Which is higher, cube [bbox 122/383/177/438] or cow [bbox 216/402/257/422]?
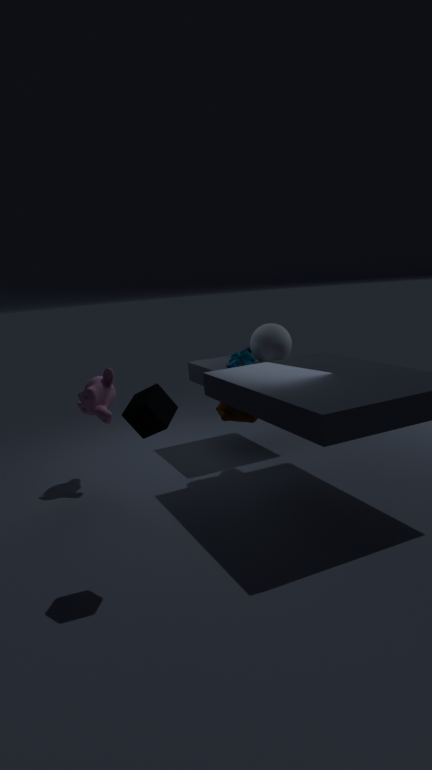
cube [bbox 122/383/177/438]
